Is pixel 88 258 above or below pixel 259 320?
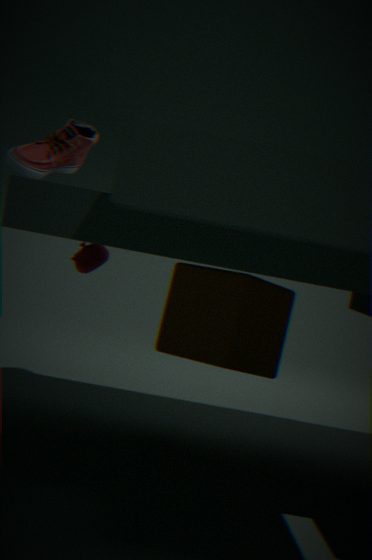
above
